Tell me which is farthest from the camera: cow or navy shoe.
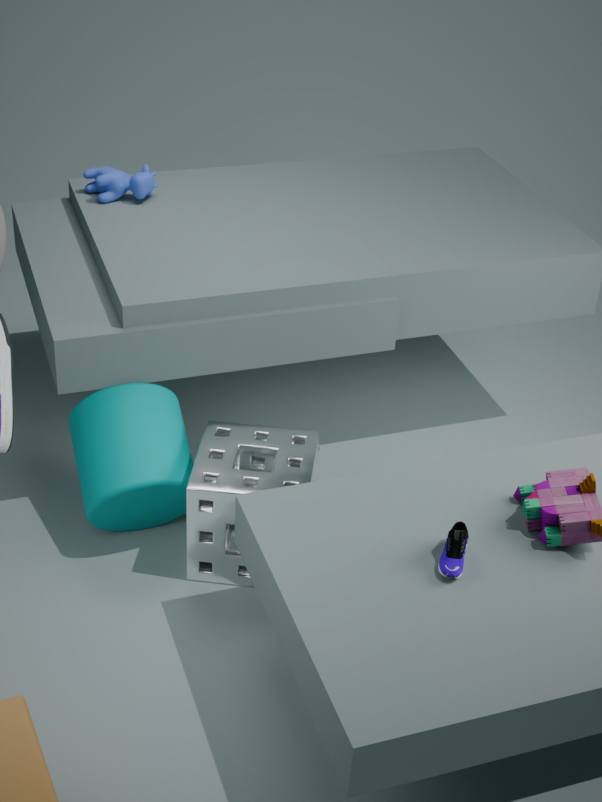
cow
